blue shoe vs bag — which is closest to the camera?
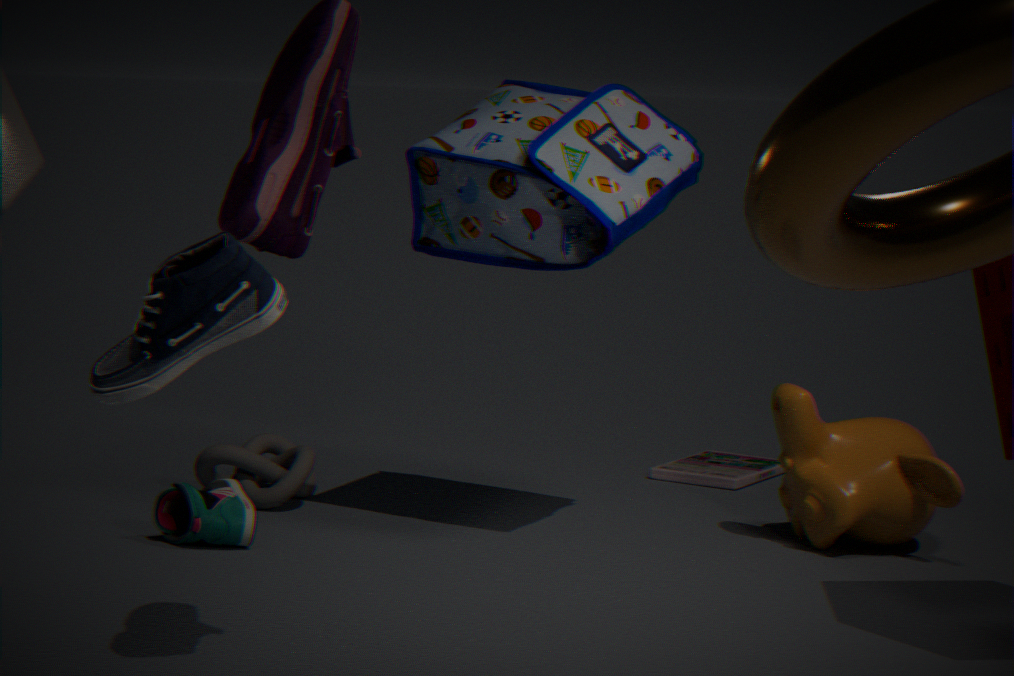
blue shoe
